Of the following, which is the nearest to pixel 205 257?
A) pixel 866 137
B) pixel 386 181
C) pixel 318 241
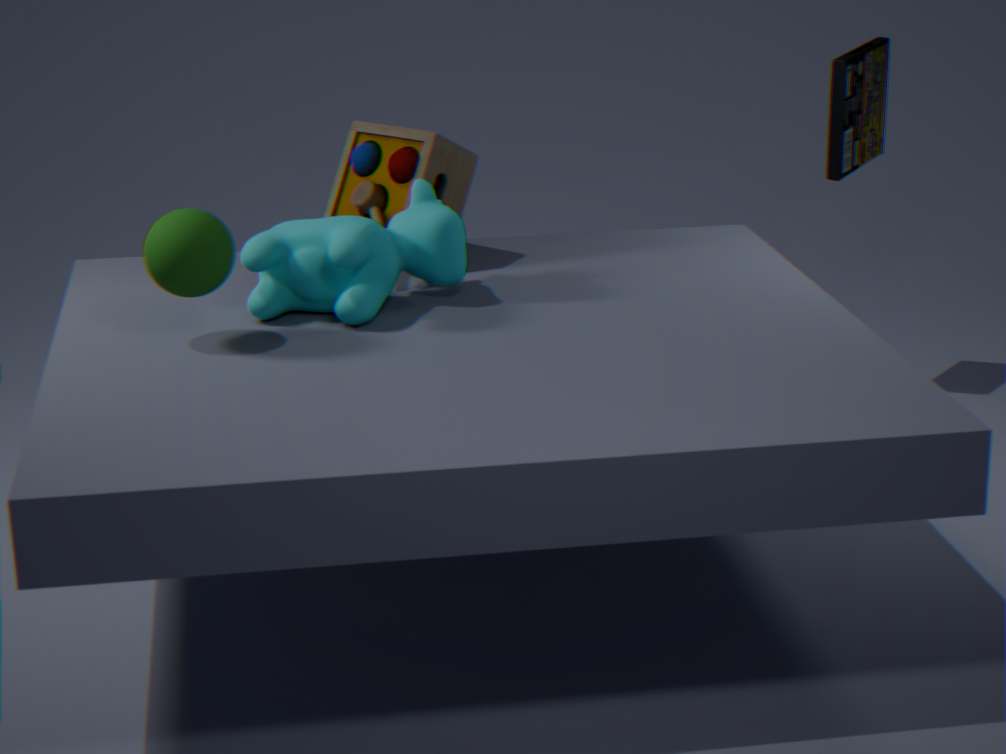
pixel 318 241
